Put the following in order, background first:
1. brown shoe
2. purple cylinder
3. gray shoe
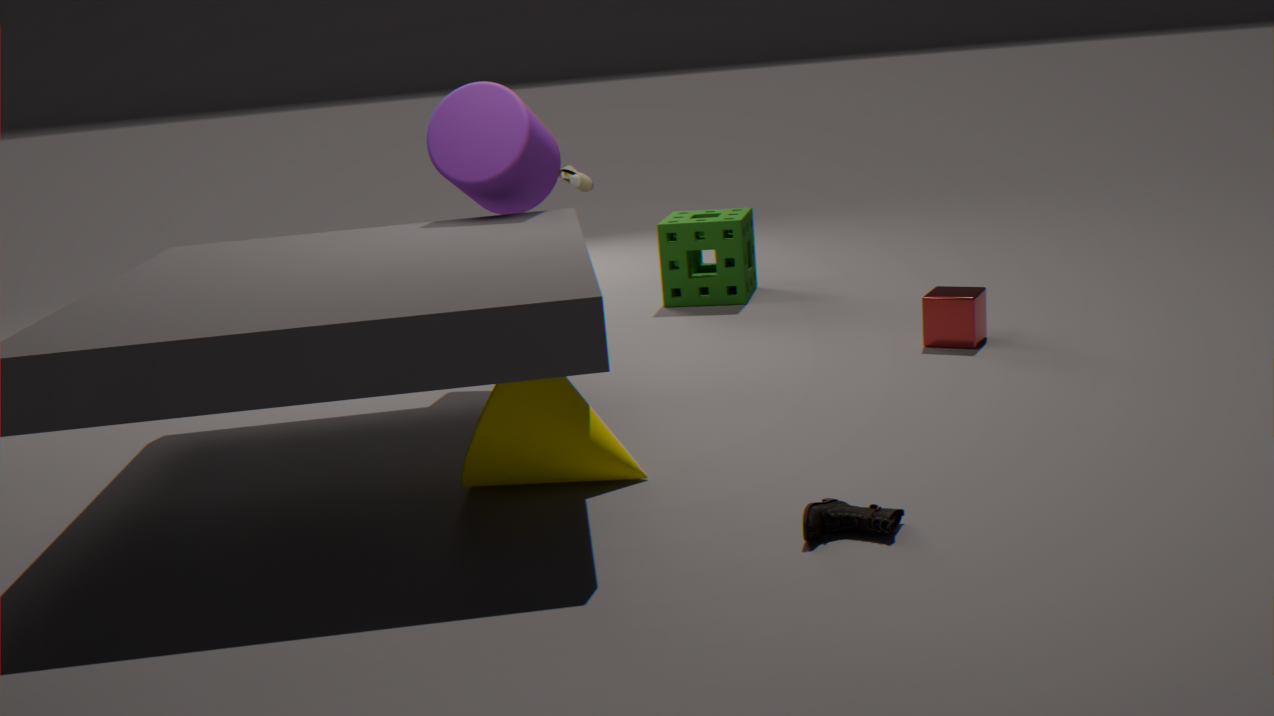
gray shoe < purple cylinder < brown shoe
